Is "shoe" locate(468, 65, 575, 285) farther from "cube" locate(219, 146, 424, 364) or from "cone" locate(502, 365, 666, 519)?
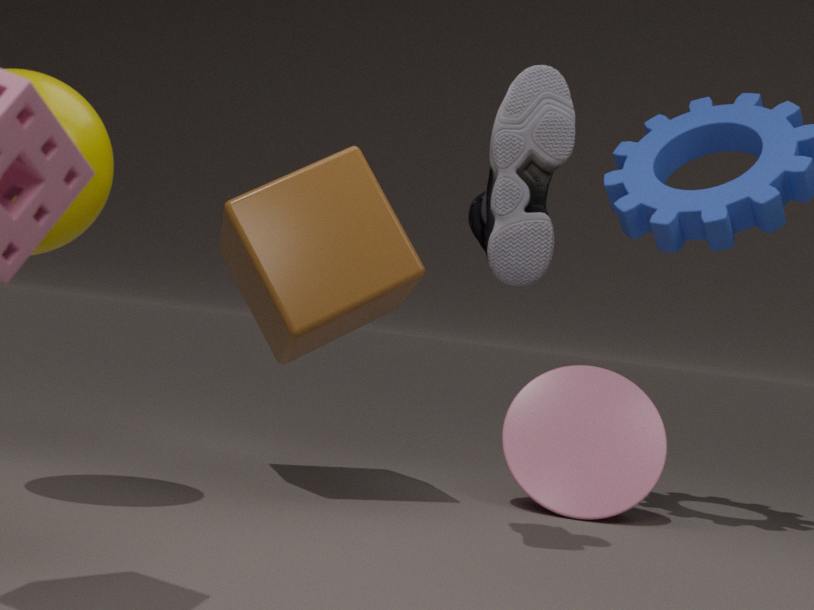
"cone" locate(502, 365, 666, 519)
